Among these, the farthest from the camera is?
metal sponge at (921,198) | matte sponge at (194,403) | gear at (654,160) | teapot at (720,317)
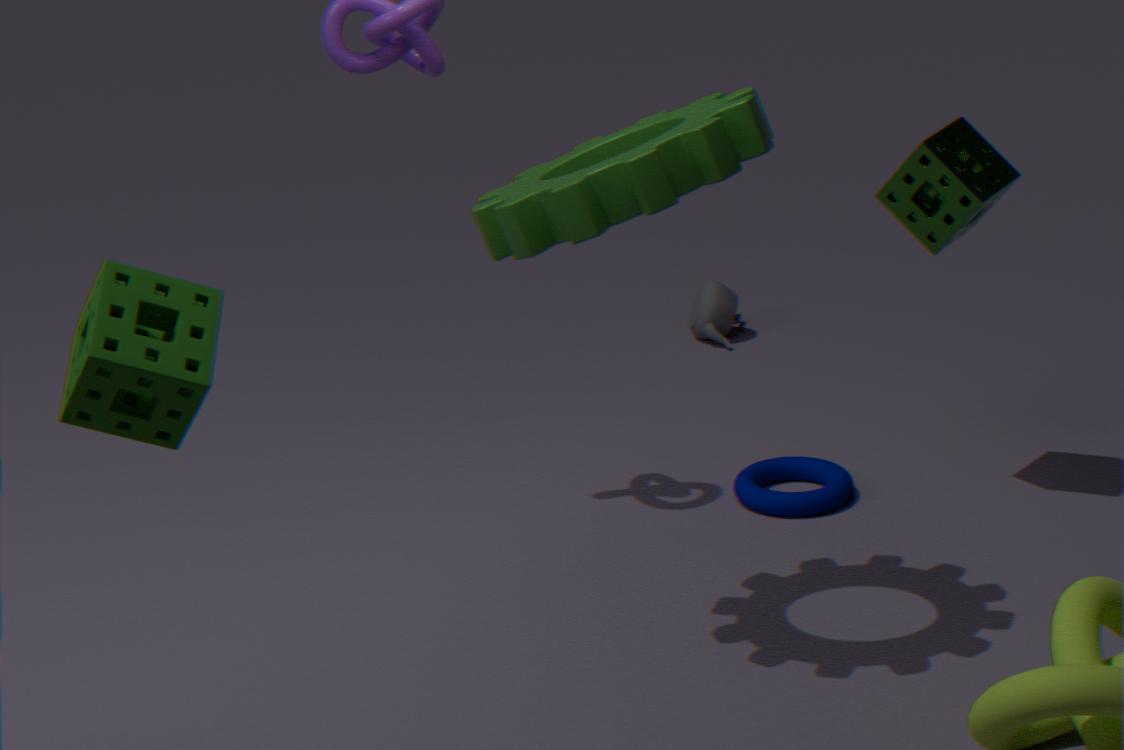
teapot at (720,317)
